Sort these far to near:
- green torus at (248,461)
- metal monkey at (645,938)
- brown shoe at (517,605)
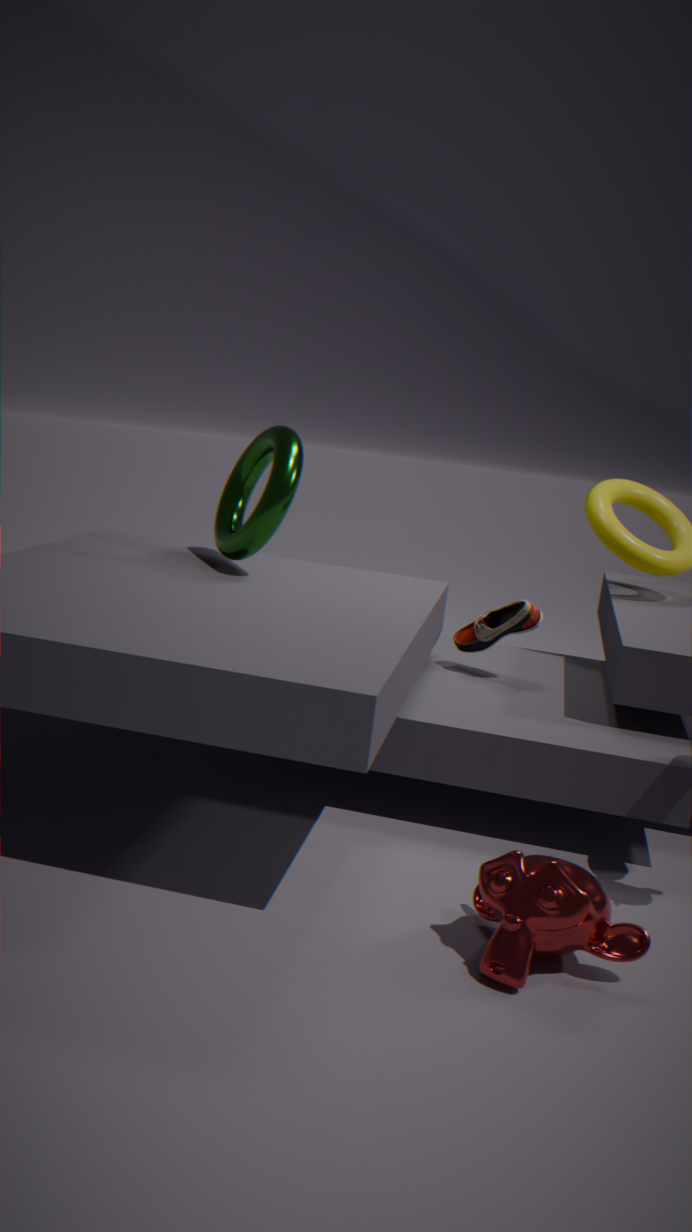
brown shoe at (517,605) → green torus at (248,461) → metal monkey at (645,938)
